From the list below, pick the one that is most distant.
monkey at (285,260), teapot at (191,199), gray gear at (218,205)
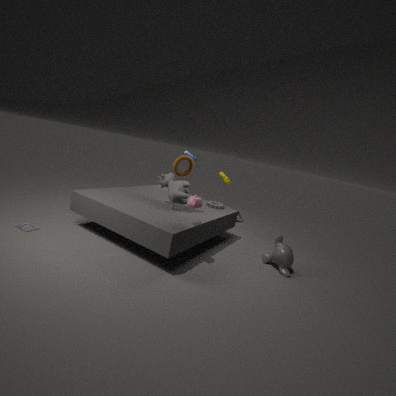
gray gear at (218,205)
